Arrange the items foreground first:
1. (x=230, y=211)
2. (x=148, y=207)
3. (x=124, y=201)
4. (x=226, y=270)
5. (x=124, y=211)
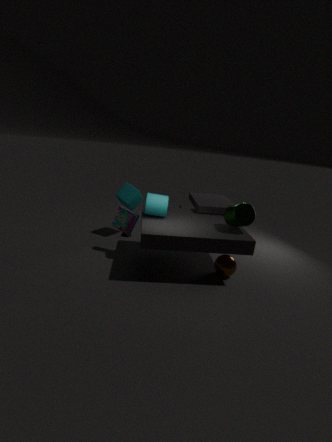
(x=230, y=211)
(x=226, y=270)
(x=148, y=207)
(x=124, y=211)
(x=124, y=201)
